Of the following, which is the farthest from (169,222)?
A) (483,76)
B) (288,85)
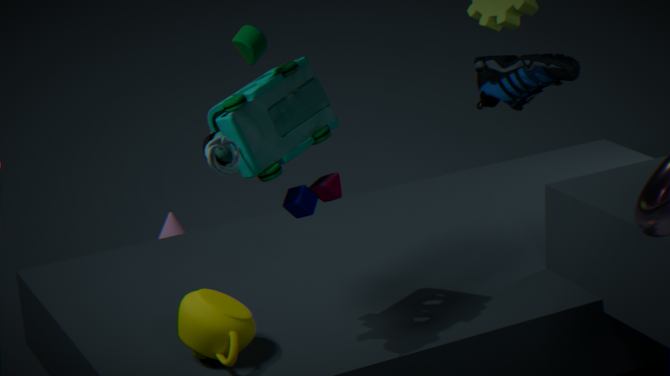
(483,76)
